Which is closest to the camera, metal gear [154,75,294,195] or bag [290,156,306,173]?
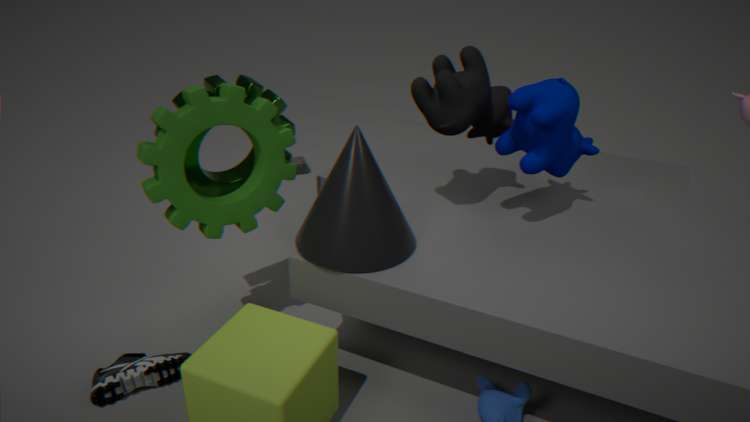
metal gear [154,75,294,195]
